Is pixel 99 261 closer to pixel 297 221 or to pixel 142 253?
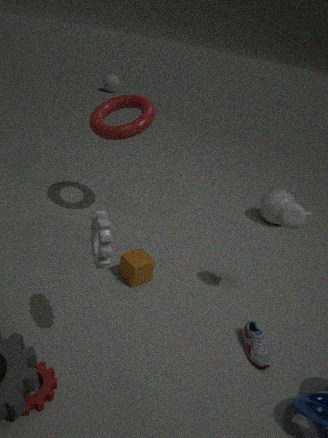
pixel 142 253
